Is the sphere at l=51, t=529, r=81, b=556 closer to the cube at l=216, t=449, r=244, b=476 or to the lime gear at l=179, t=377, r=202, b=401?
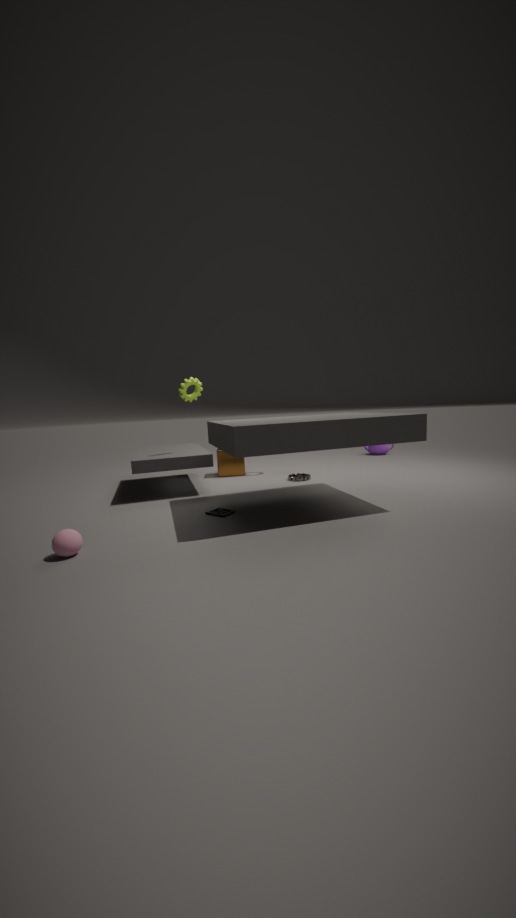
the lime gear at l=179, t=377, r=202, b=401
